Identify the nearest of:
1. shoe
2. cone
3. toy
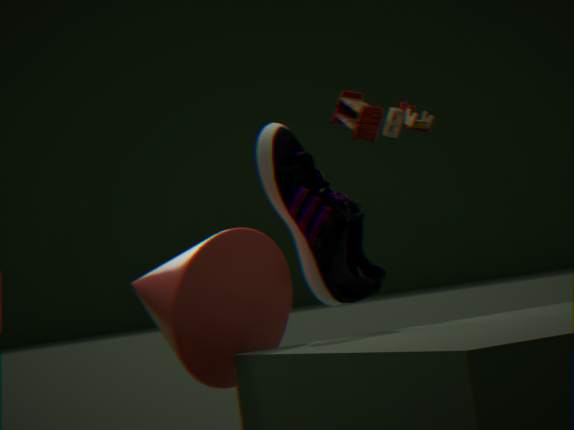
cone
